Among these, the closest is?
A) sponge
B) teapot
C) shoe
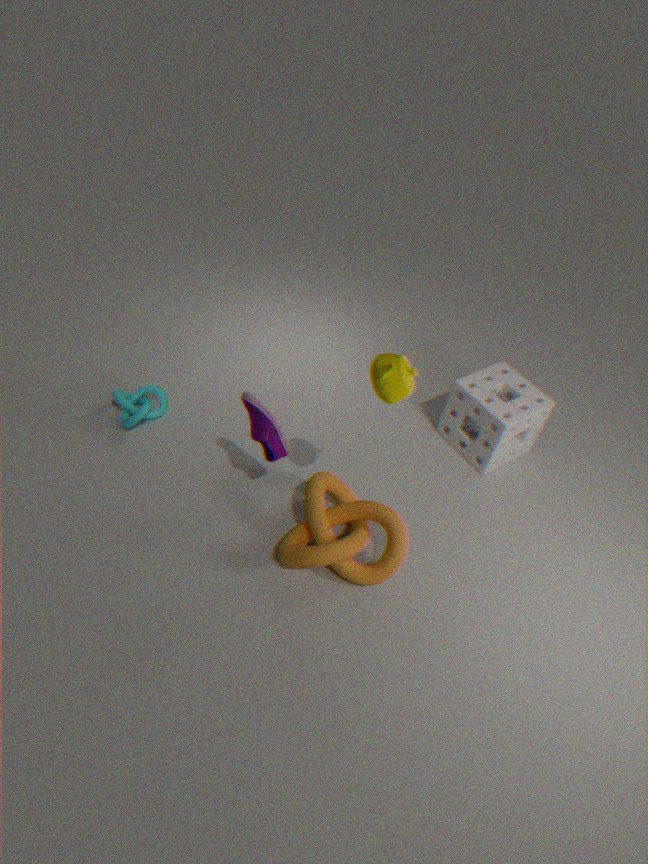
teapot
